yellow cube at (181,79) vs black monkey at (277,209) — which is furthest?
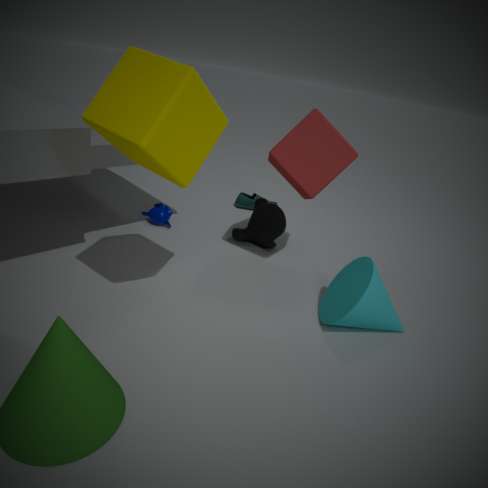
black monkey at (277,209)
